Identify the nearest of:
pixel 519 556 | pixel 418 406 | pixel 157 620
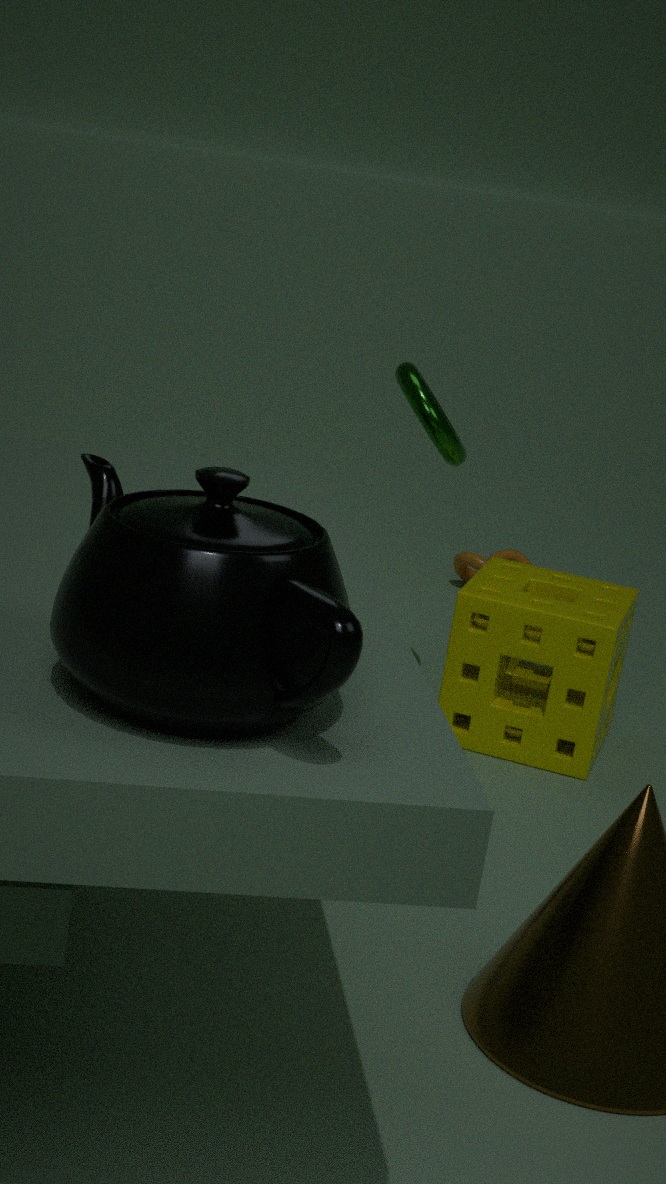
pixel 157 620
